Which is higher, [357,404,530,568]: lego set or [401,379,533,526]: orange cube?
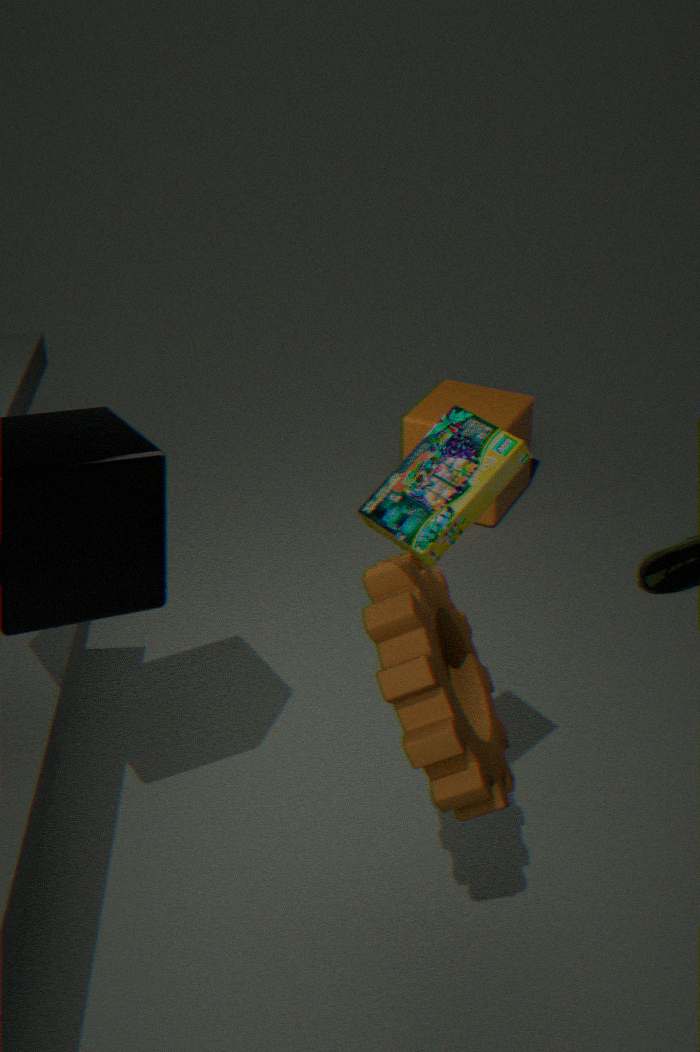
[357,404,530,568]: lego set
